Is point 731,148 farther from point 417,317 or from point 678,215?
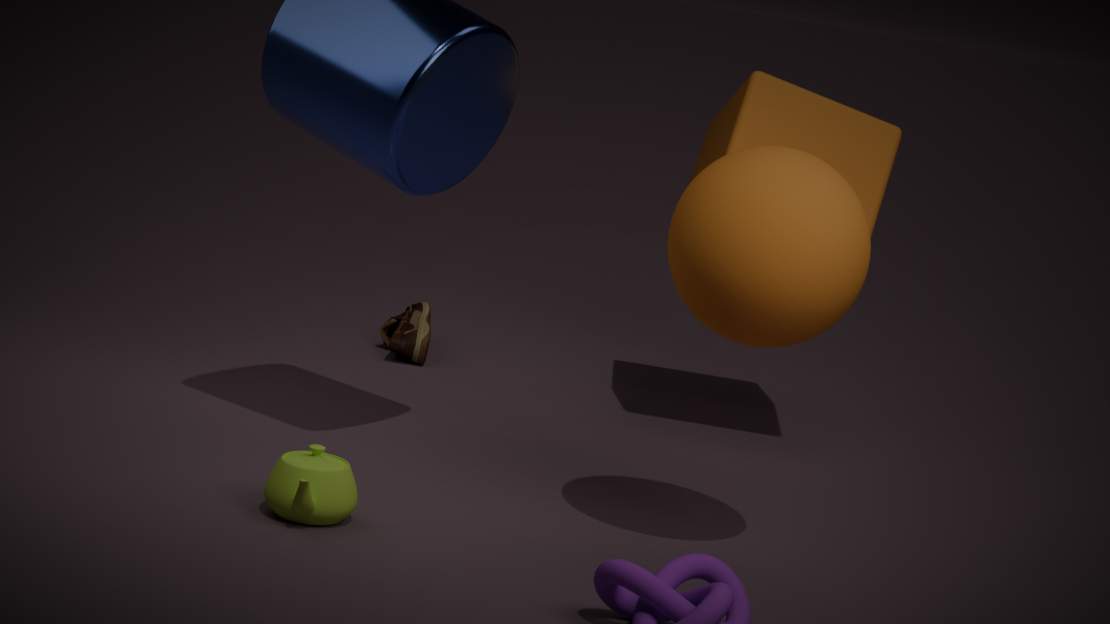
point 678,215
